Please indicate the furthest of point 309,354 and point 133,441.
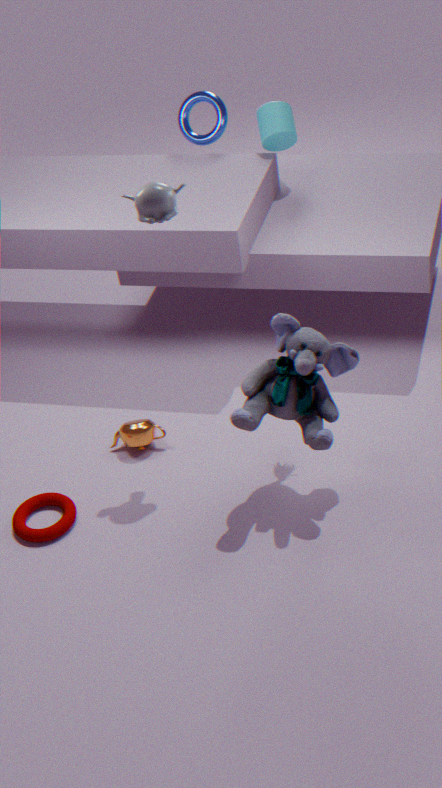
point 133,441
